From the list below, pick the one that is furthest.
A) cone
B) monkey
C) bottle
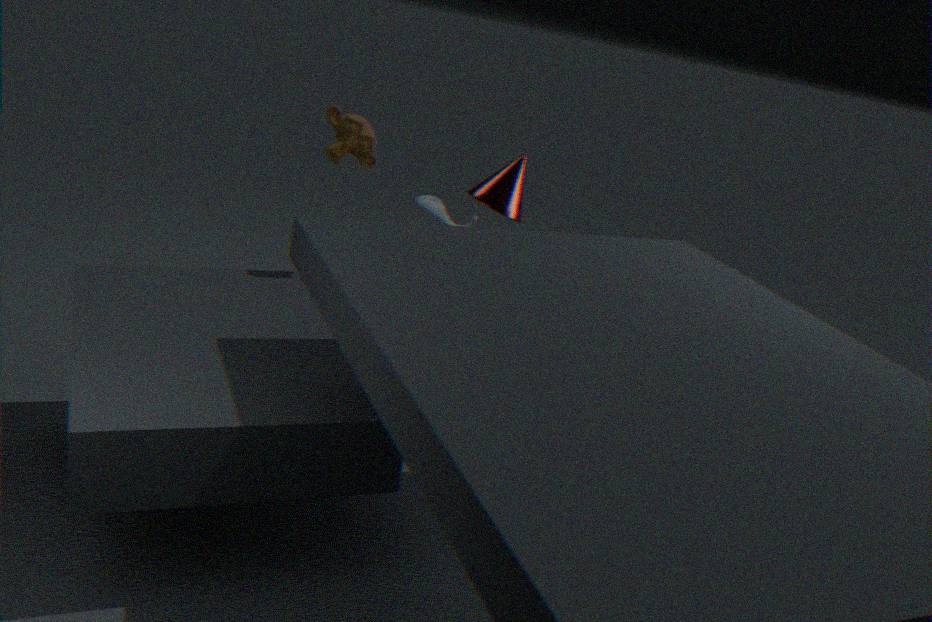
bottle
